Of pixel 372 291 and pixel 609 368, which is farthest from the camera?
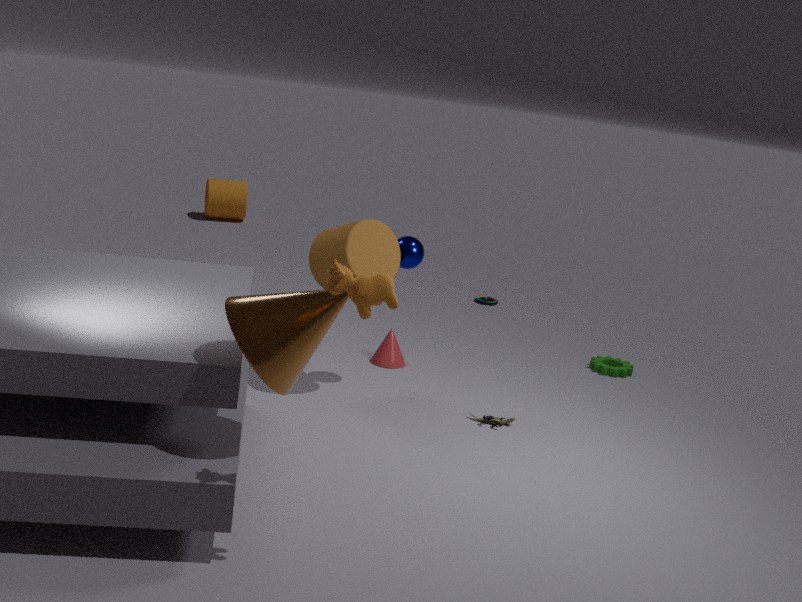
pixel 609 368
